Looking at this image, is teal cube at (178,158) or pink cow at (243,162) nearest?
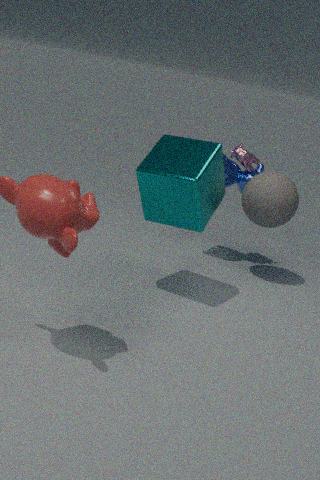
teal cube at (178,158)
